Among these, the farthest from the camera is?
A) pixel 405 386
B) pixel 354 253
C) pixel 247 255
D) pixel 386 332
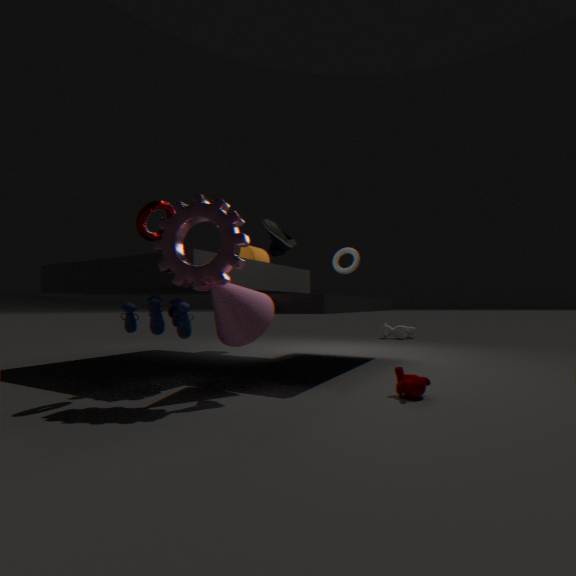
pixel 386 332
